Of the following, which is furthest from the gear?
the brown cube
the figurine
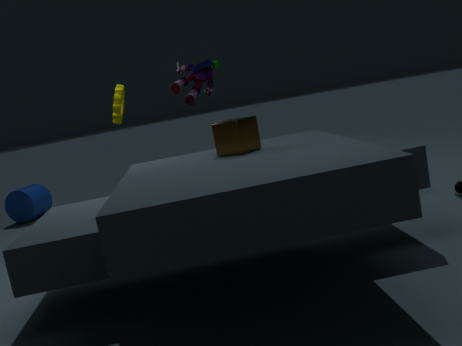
the brown cube
